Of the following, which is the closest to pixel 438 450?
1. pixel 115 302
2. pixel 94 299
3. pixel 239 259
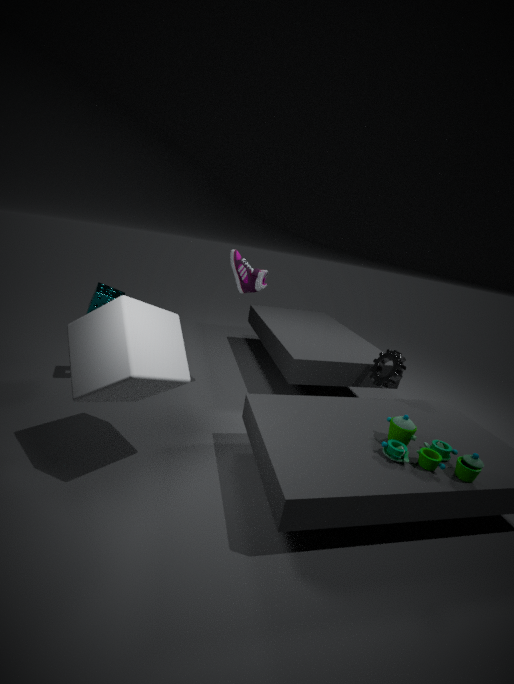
pixel 115 302
